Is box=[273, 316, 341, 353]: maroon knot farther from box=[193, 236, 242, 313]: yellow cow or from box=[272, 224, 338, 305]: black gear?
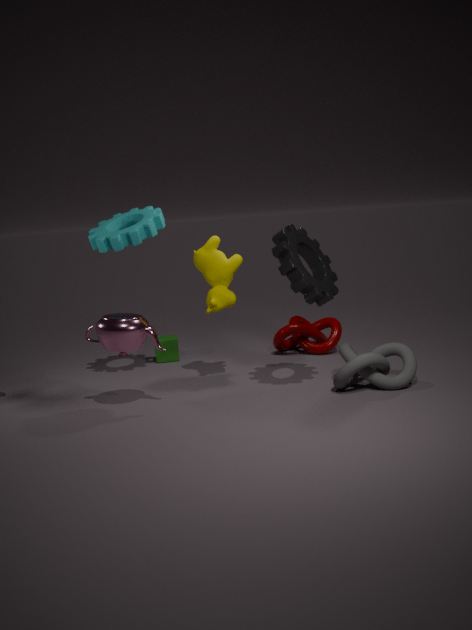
box=[272, 224, 338, 305]: black gear
